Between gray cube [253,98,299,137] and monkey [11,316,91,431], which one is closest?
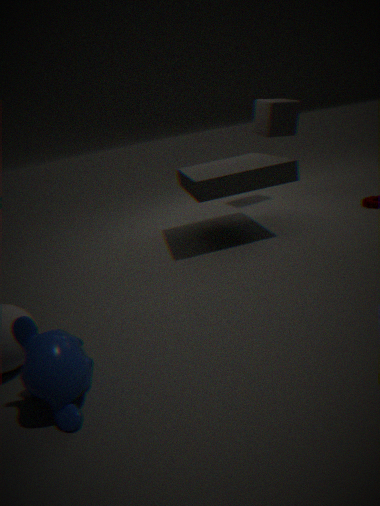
monkey [11,316,91,431]
